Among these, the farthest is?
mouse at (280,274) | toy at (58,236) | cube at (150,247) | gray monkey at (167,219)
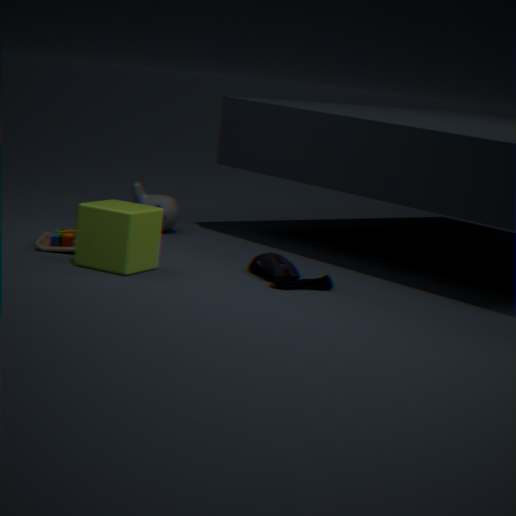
gray monkey at (167,219)
